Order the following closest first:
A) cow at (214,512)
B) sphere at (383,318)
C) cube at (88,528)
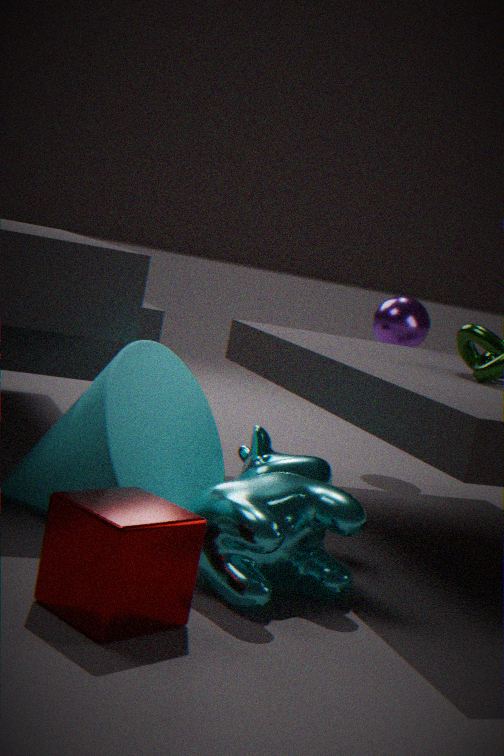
cube at (88,528) < cow at (214,512) < sphere at (383,318)
